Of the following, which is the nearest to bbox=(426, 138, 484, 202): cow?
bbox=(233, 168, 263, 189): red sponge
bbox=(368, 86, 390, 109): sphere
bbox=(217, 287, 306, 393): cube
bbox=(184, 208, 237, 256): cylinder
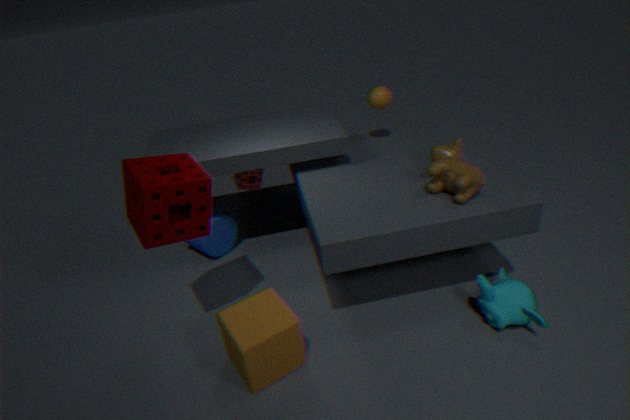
bbox=(368, 86, 390, 109): sphere
